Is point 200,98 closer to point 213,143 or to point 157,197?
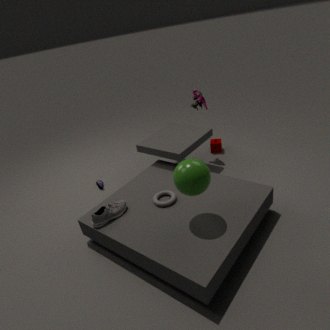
point 213,143
